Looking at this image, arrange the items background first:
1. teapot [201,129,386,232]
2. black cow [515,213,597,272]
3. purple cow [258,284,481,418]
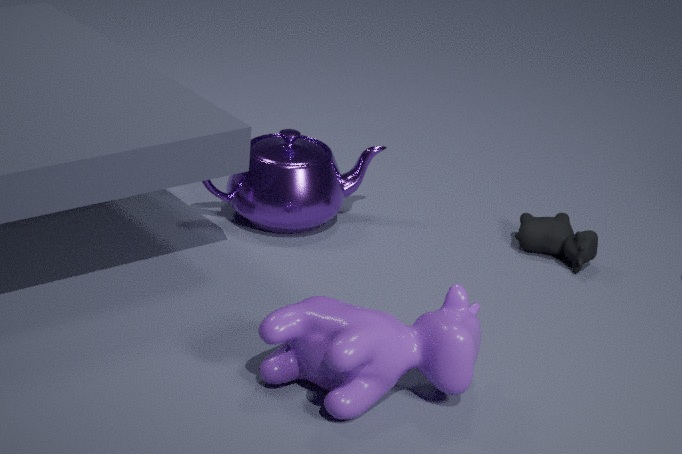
teapot [201,129,386,232], black cow [515,213,597,272], purple cow [258,284,481,418]
